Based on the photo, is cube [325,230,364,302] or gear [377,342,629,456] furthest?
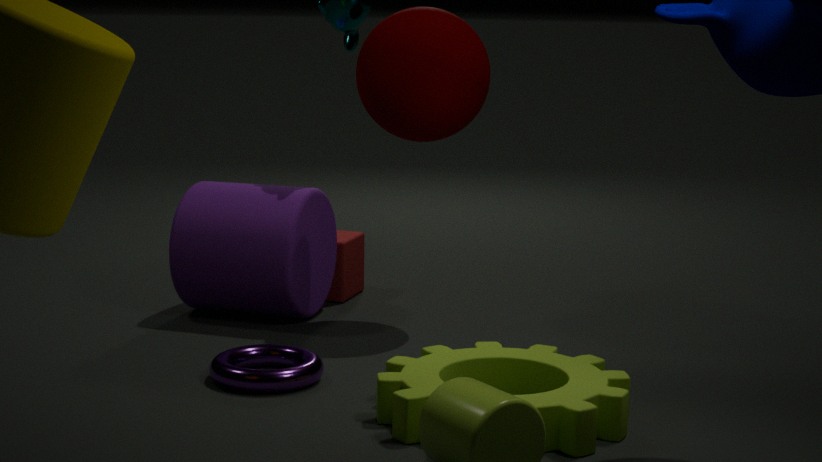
cube [325,230,364,302]
